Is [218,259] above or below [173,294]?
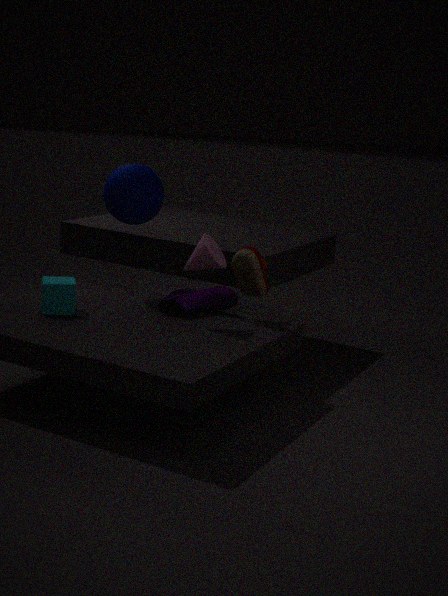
above
